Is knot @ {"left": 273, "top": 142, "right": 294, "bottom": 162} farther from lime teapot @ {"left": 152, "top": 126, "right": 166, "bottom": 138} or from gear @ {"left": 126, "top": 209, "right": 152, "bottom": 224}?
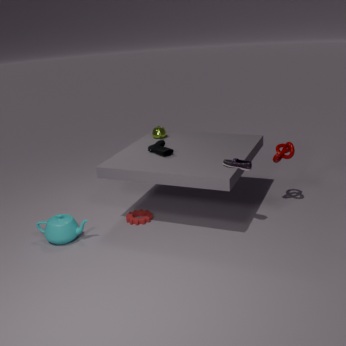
gear @ {"left": 126, "top": 209, "right": 152, "bottom": 224}
